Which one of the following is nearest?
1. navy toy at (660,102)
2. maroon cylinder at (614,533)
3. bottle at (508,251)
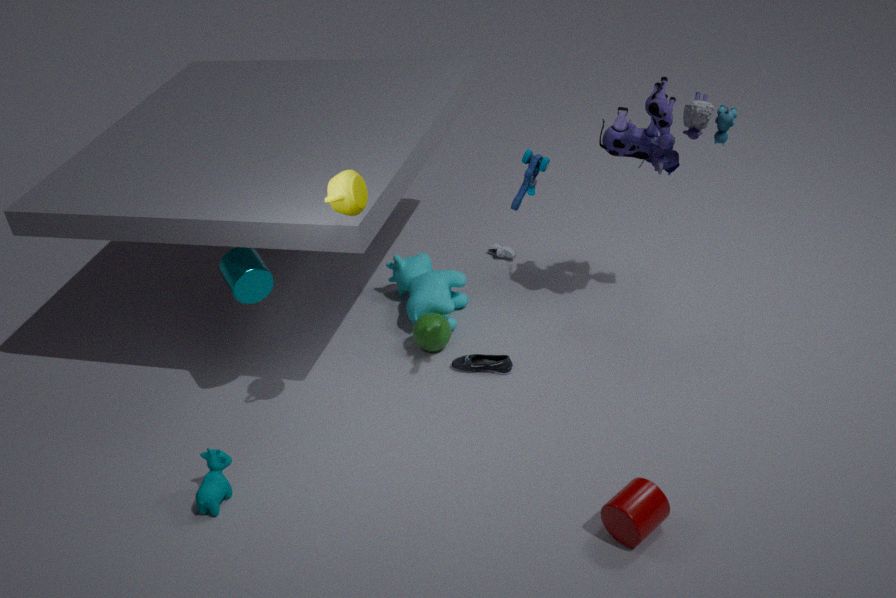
maroon cylinder at (614,533)
